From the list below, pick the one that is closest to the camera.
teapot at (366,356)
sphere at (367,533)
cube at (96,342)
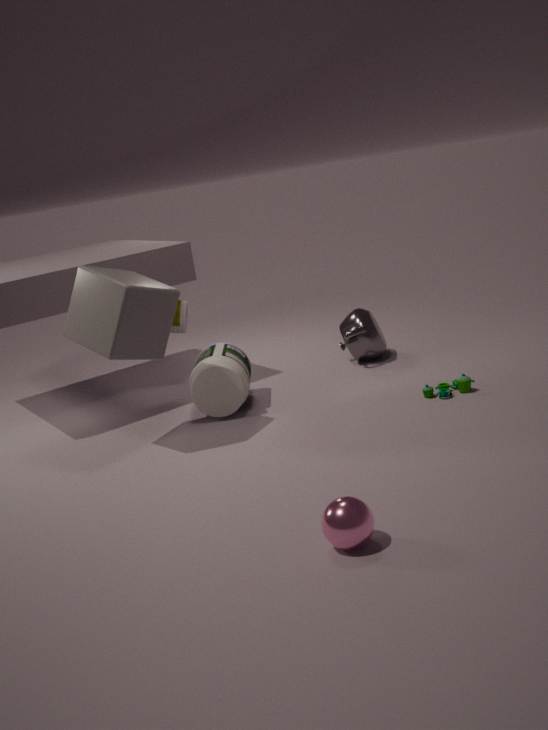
sphere at (367,533)
